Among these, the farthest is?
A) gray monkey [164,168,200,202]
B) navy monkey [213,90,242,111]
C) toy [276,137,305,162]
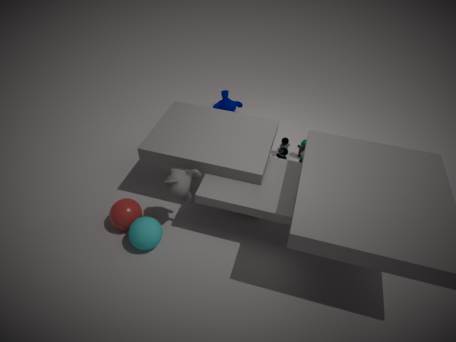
navy monkey [213,90,242,111]
